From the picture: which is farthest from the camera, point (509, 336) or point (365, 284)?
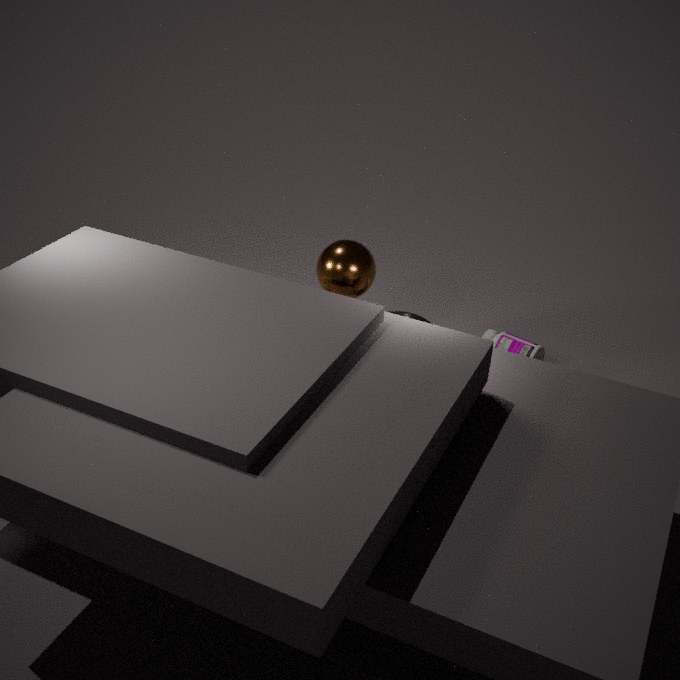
point (509, 336)
